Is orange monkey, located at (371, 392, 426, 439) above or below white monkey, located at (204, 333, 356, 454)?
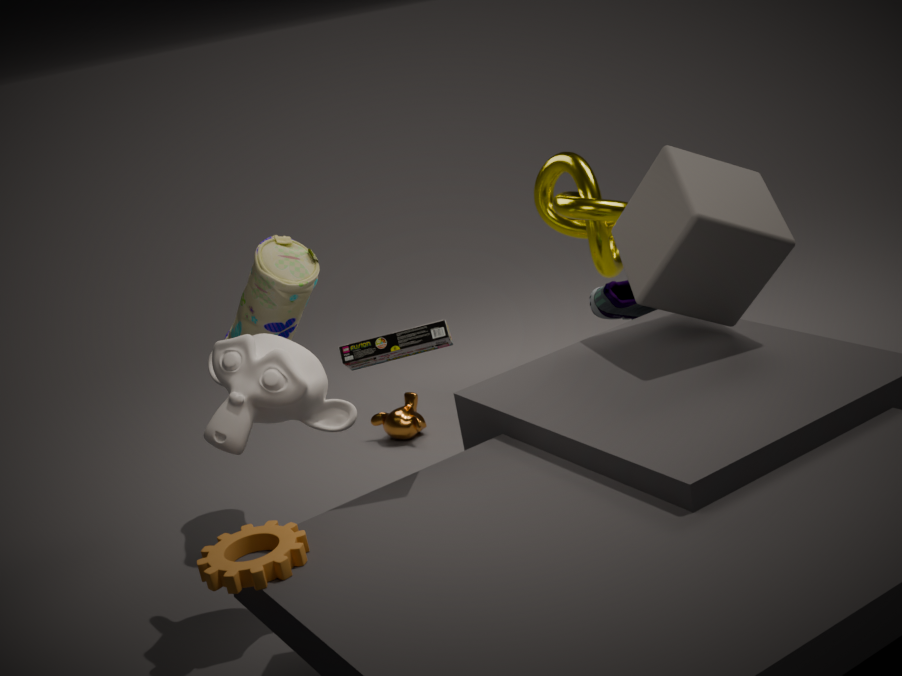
below
